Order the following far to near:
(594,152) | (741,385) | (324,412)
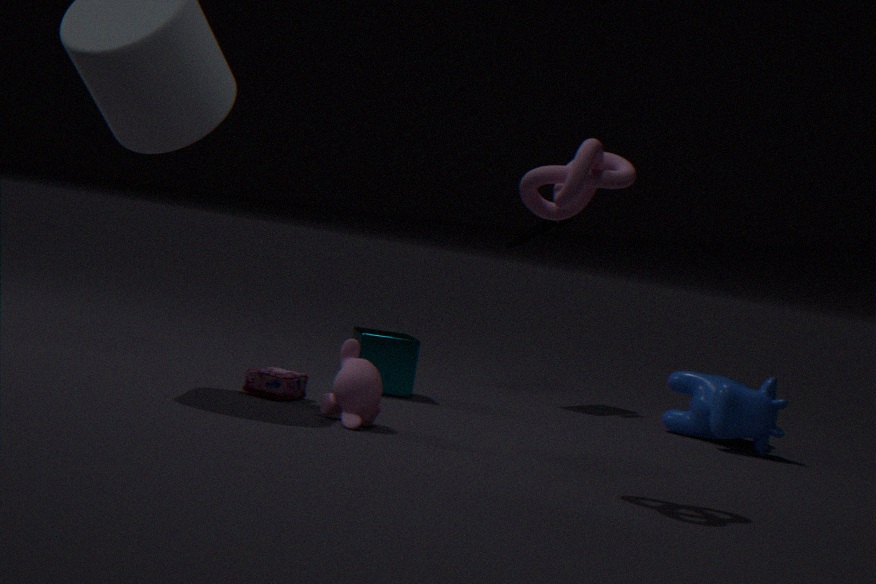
(741,385)
(324,412)
(594,152)
